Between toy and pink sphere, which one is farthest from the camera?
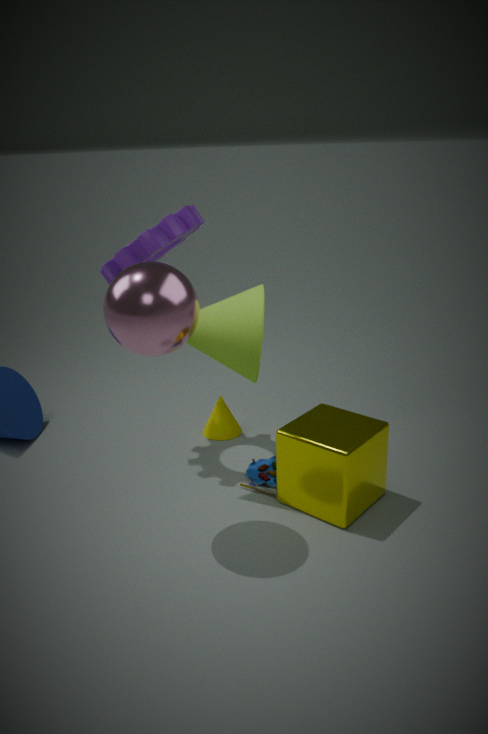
toy
